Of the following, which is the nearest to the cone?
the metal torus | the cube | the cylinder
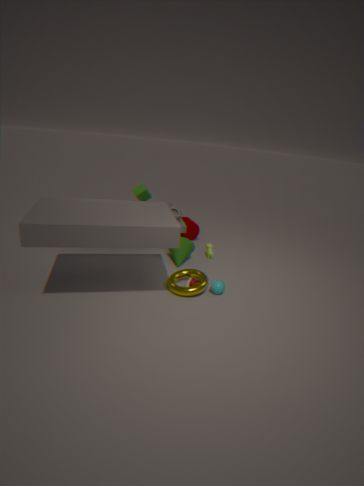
the metal torus
